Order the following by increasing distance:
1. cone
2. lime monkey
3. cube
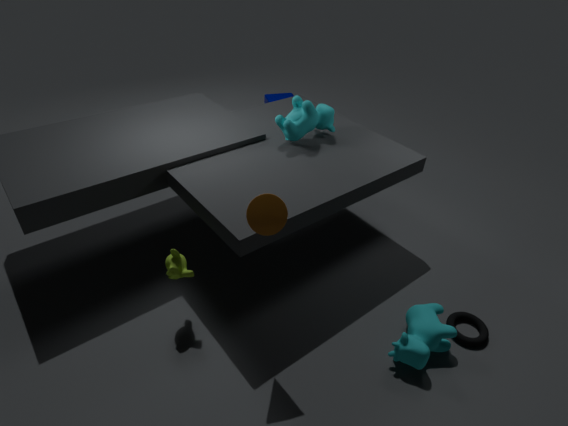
cone < lime monkey < cube
